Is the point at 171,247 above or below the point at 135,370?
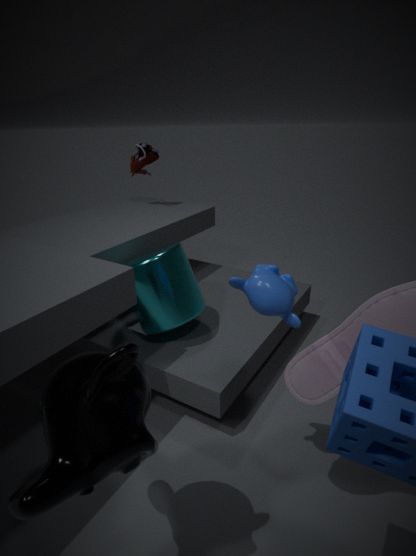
below
